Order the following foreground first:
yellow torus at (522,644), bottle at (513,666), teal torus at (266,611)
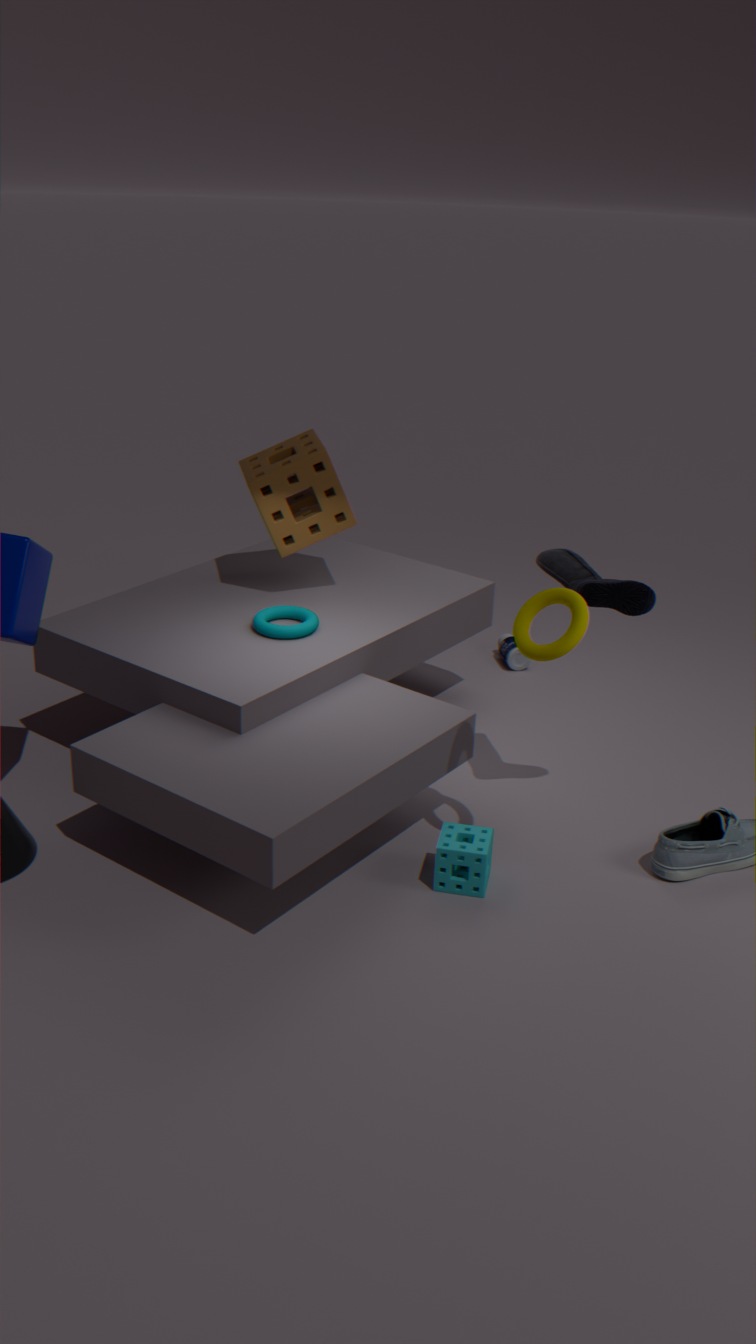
1. yellow torus at (522,644)
2. teal torus at (266,611)
3. bottle at (513,666)
